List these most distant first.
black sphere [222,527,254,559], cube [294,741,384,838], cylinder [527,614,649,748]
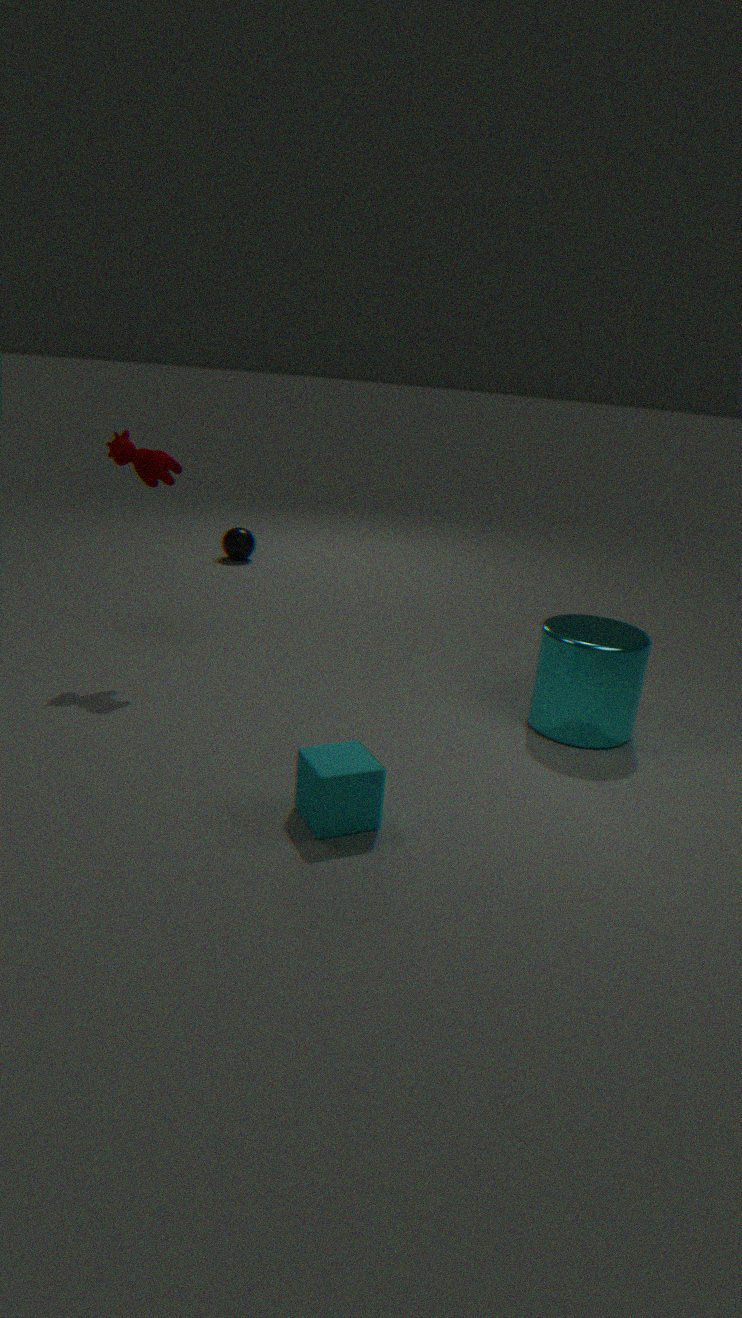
black sphere [222,527,254,559], cylinder [527,614,649,748], cube [294,741,384,838]
